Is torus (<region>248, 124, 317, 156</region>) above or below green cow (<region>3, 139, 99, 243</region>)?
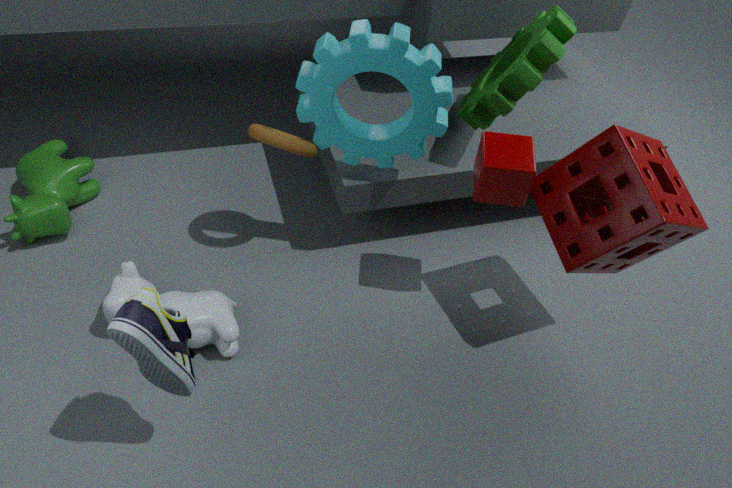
above
